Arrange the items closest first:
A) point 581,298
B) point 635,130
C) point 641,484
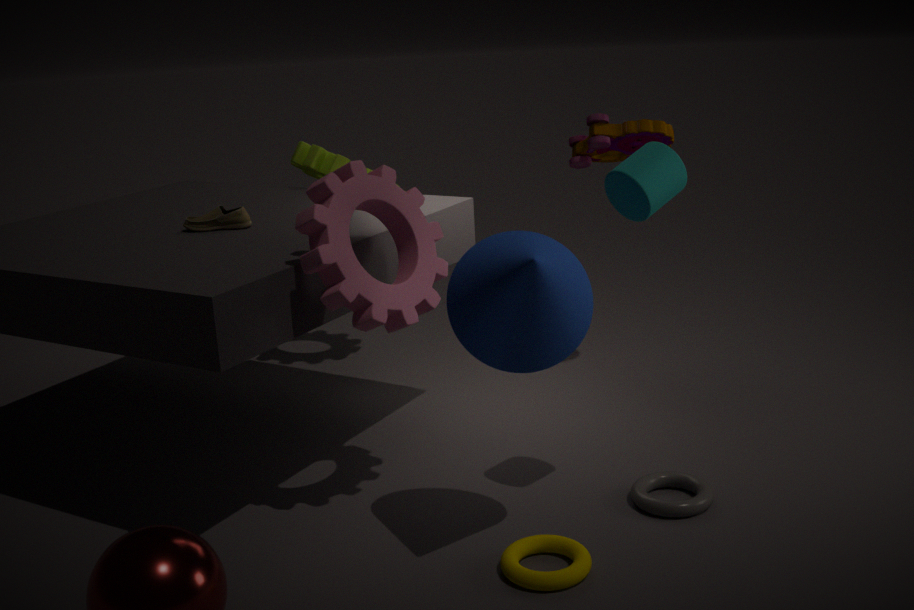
point 581,298
point 641,484
point 635,130
